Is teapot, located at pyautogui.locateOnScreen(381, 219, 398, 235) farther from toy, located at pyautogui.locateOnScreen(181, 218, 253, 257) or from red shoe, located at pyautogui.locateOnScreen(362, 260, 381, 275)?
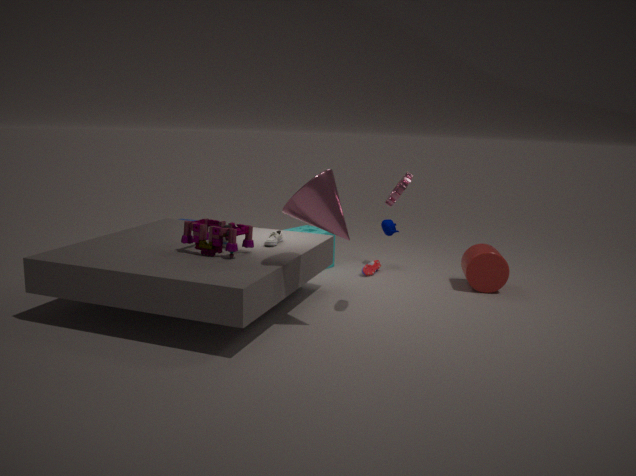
toy, located at pyautogui.locateOnScreen(181, 218, 253, 257)
